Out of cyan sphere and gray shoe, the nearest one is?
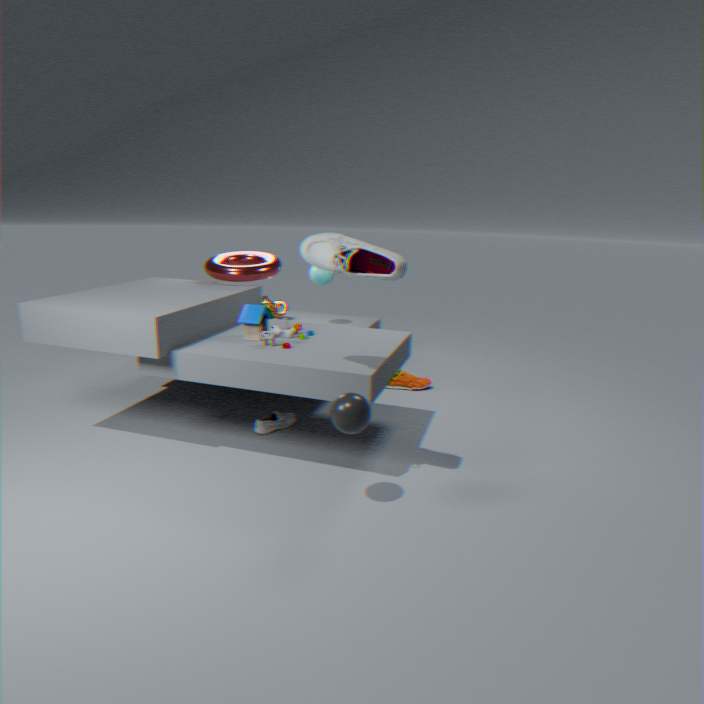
gray shoe
